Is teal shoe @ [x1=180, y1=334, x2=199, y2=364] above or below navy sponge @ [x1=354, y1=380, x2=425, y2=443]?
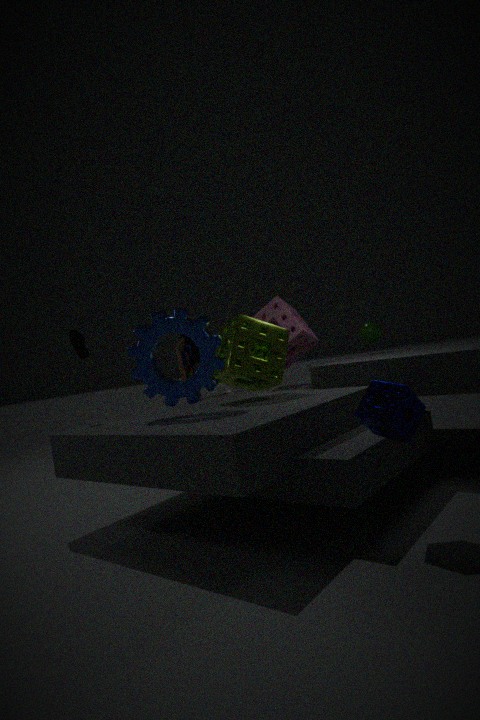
above
